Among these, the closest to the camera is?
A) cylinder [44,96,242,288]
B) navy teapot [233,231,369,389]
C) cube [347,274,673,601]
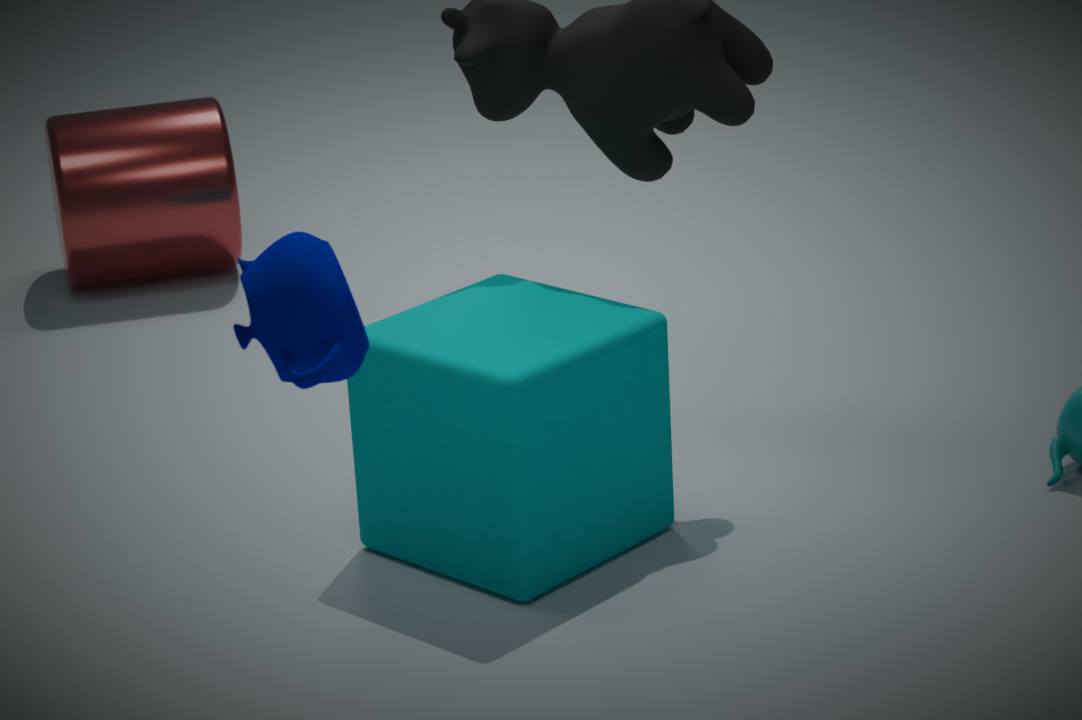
navy teapot [233,231,369,389]
